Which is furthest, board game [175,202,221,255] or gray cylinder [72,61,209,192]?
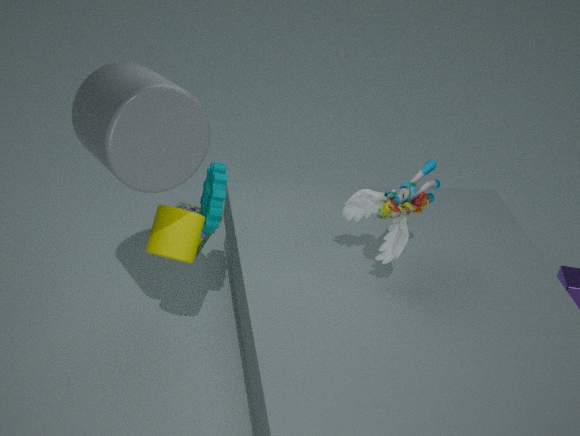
board game [175,202,221,255]
